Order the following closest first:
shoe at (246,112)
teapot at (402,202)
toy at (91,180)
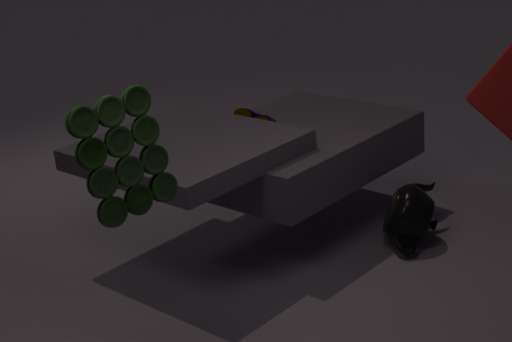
toy at (91,180) < teapot at (402,202) < shoe at (246,112)
